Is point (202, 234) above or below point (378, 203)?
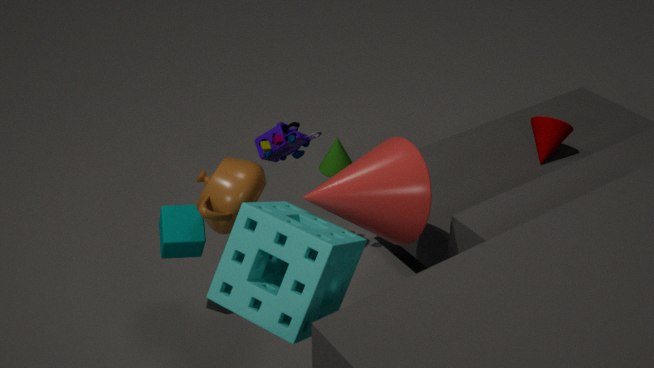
below
